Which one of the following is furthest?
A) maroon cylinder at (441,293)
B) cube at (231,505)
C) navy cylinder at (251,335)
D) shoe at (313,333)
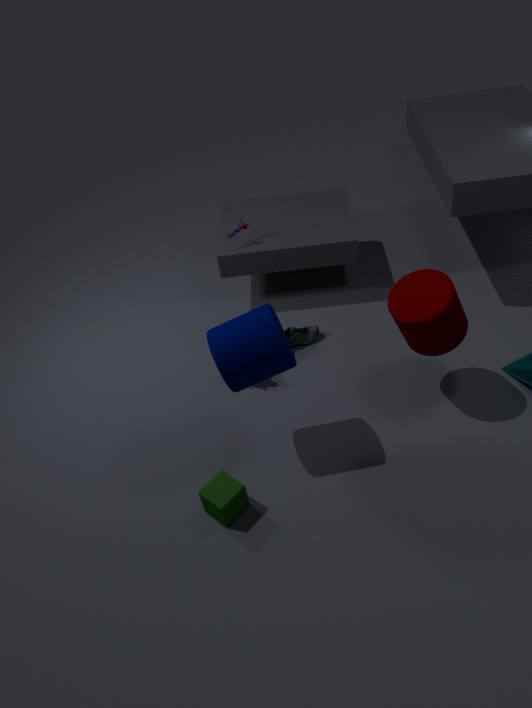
shoe at (313,333)
